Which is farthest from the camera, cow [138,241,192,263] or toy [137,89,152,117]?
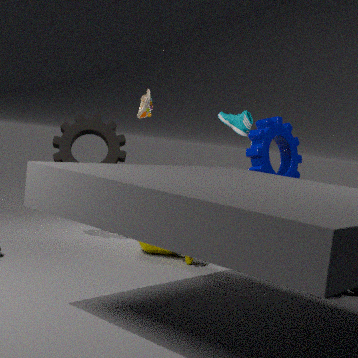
toy [137,89,152,117]
